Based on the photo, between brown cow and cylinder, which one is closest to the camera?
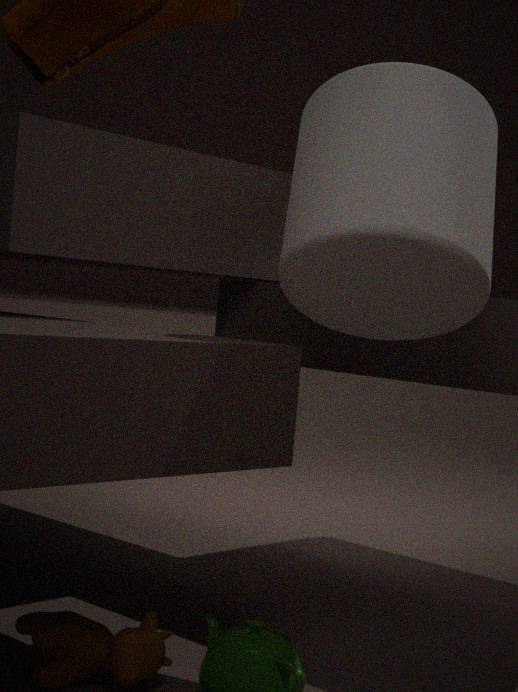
brown cow
